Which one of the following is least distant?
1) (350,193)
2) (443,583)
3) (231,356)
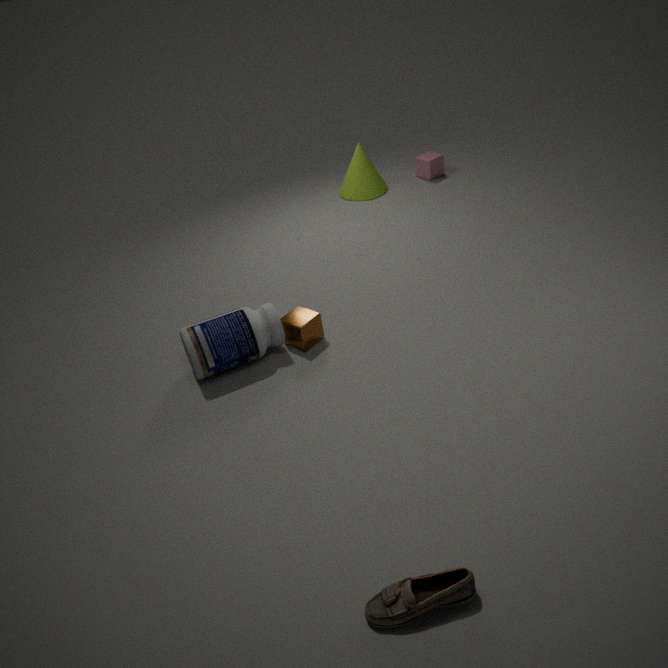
2. (443,583)
